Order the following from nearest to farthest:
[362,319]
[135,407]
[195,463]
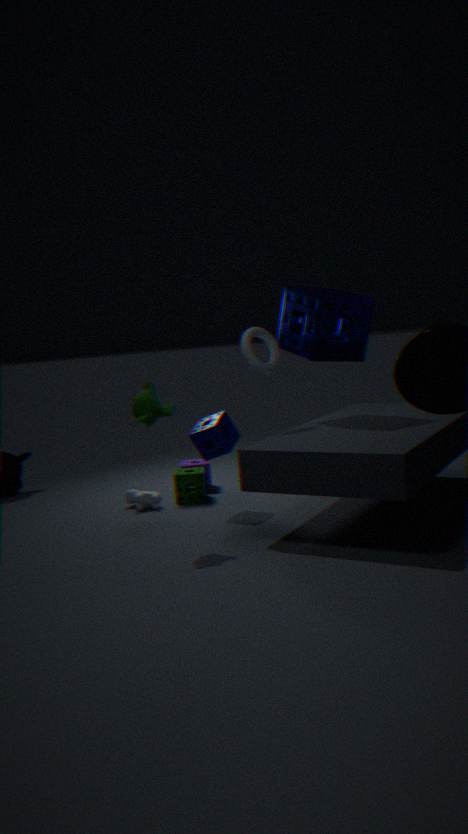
[135,407] < [362,319] < [195,463]
